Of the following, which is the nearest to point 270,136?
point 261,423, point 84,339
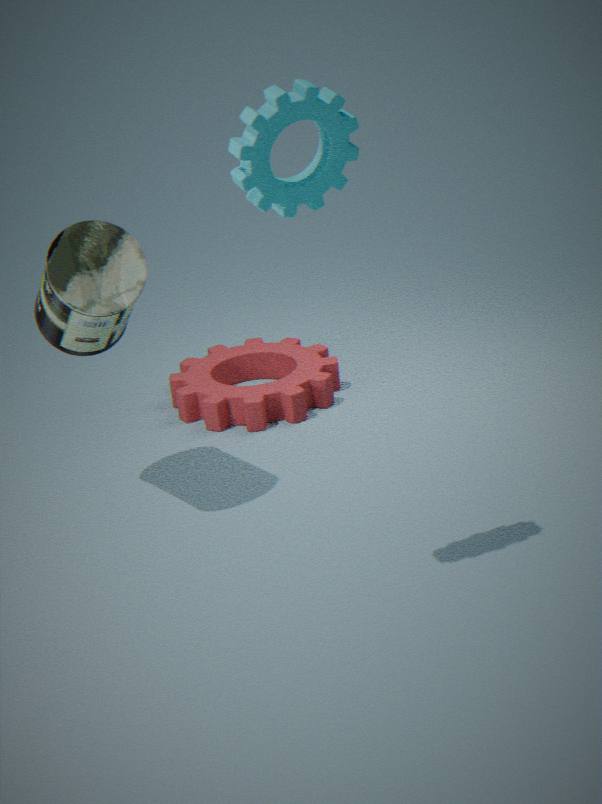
point 84,339
